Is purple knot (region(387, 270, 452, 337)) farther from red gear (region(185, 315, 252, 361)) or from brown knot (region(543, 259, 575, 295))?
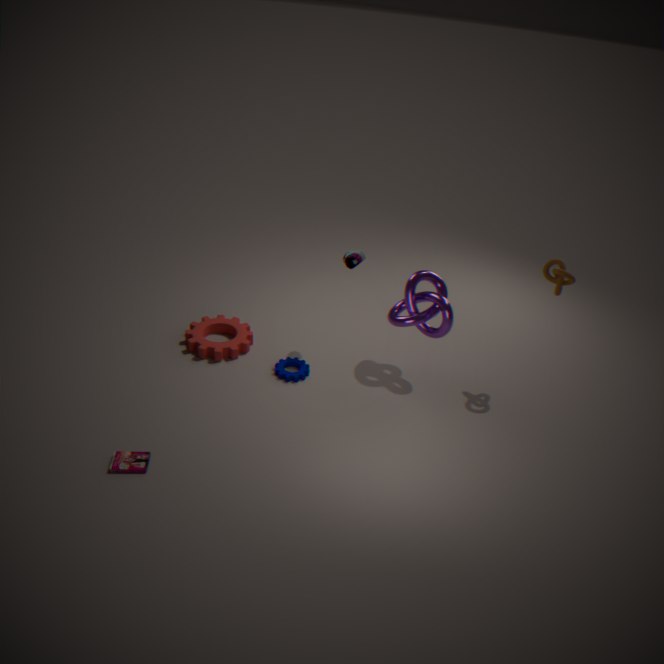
red gear (region(185, 315, 252, 361))
